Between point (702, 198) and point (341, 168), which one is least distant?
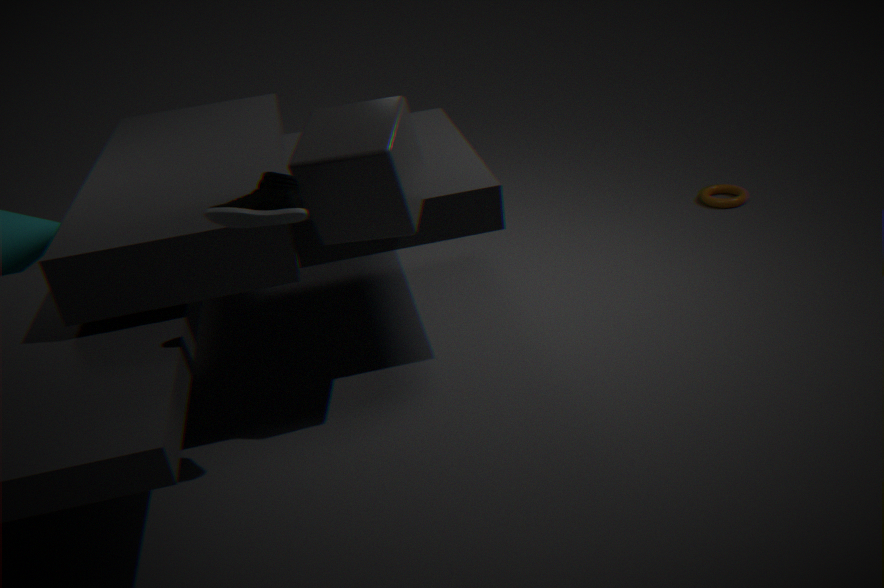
point (341, 168)
